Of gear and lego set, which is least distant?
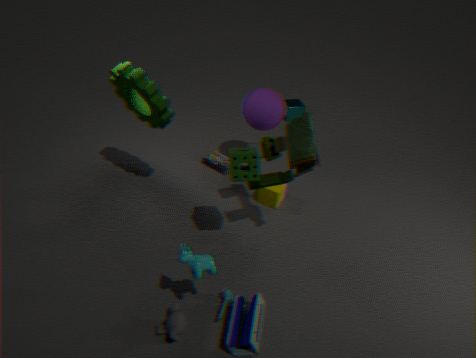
gear
